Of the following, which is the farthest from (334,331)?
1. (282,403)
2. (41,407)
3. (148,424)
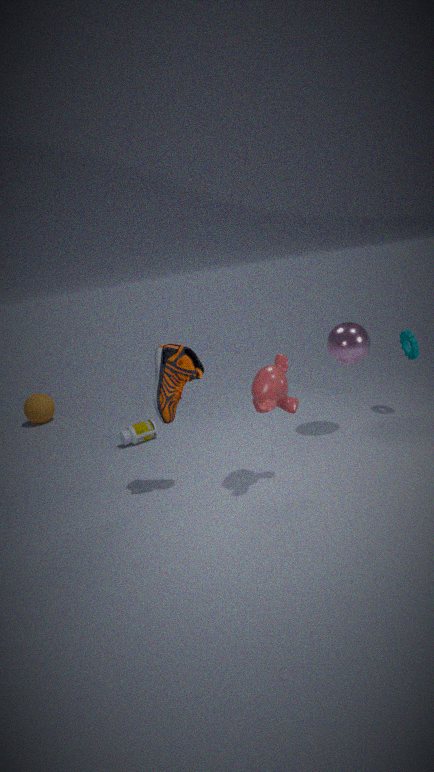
(41,407)
